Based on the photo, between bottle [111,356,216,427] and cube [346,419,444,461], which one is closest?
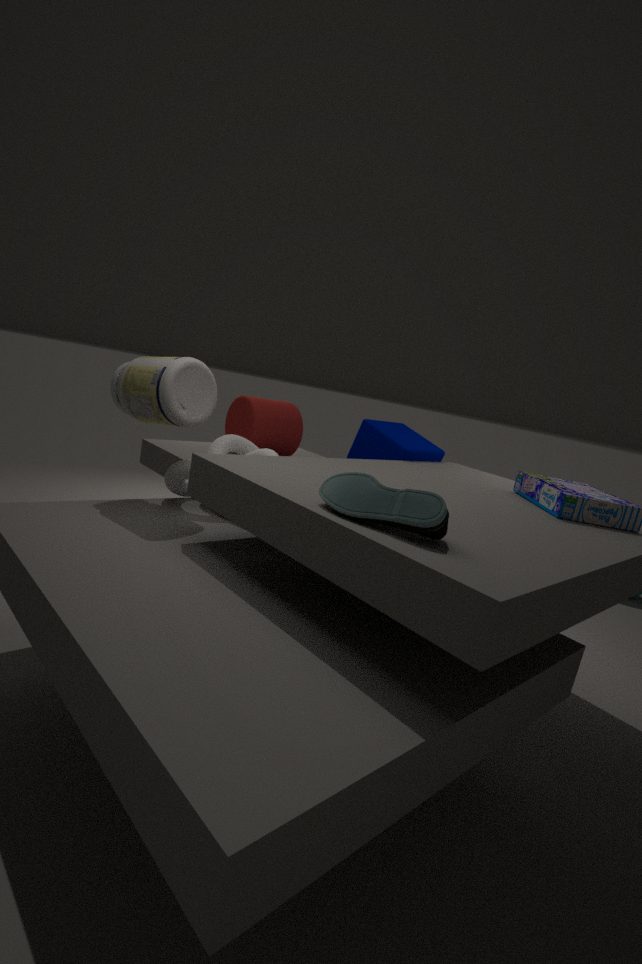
bottle [111,356,216,427]
